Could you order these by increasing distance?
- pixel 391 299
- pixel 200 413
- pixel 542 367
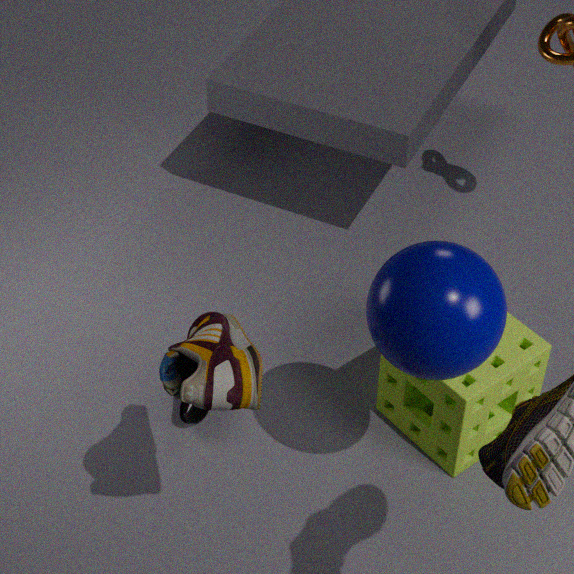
pixel 391 299, pixel 542 367, pixel 200 413
